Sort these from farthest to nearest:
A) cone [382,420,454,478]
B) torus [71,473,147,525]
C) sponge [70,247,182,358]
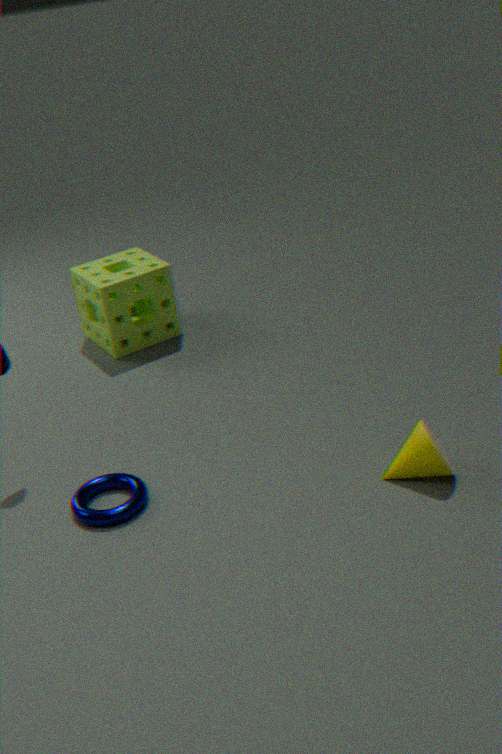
sponge [70,247,182,358] → torus [71,473,147,525] → cone [382,420,454,478]
